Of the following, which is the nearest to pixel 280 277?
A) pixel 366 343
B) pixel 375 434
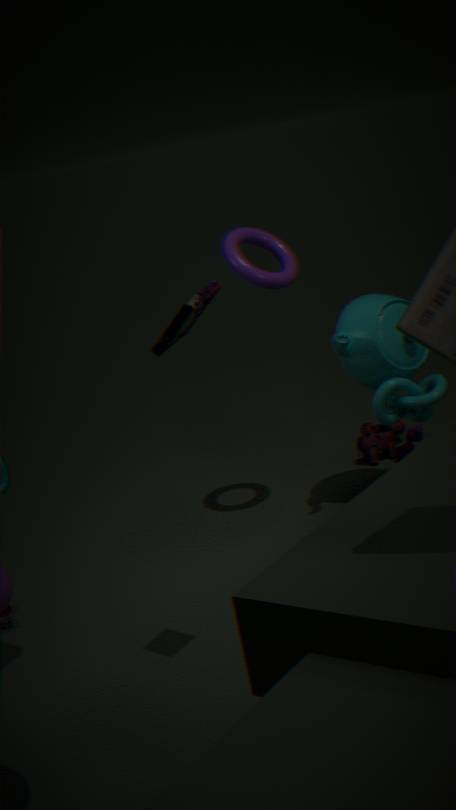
pixel 366 343
